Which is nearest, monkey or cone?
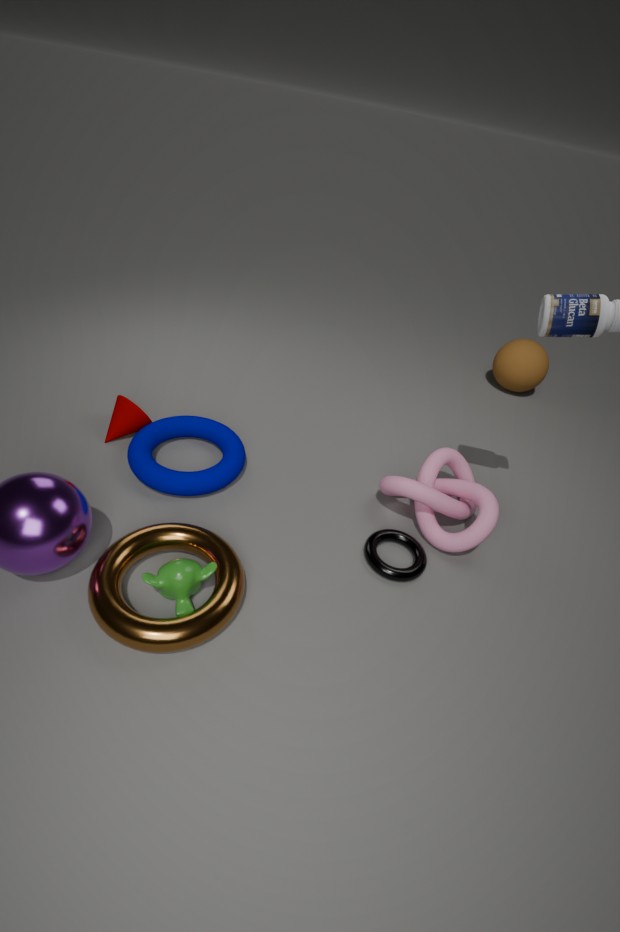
monkey
